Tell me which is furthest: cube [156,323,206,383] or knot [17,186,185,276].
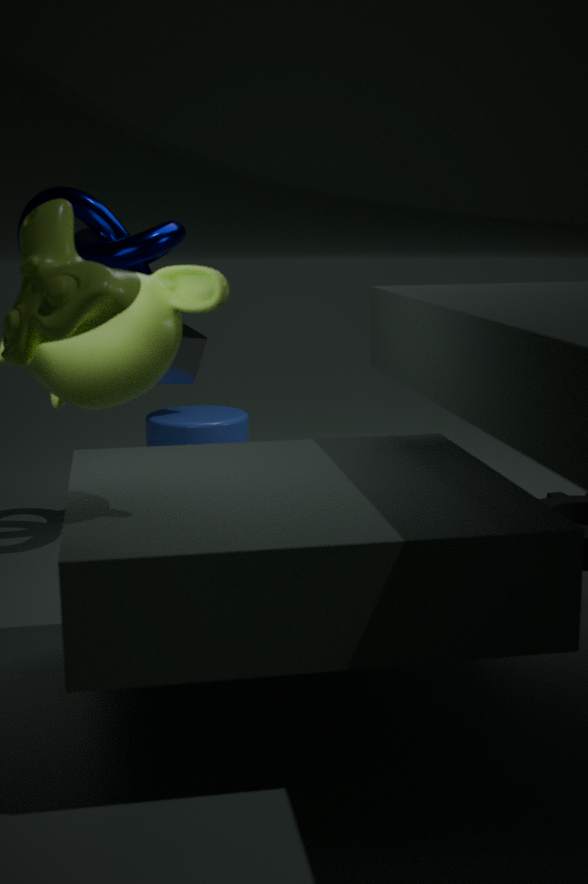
cube [156,323,206,383]
